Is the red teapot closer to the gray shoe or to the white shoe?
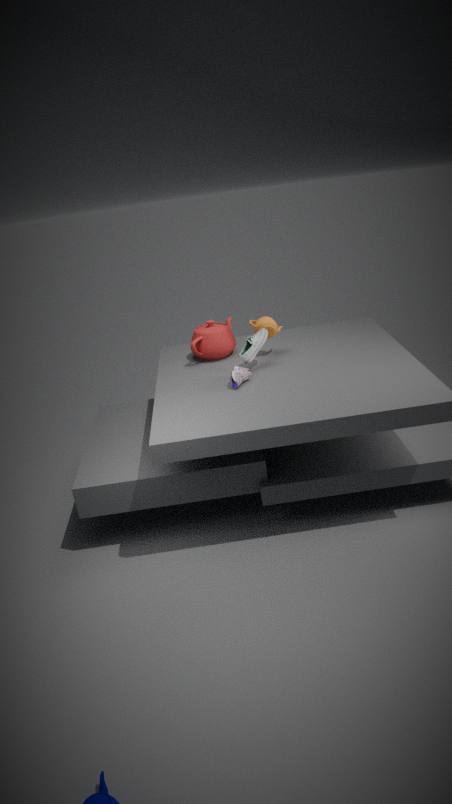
the white shoe
